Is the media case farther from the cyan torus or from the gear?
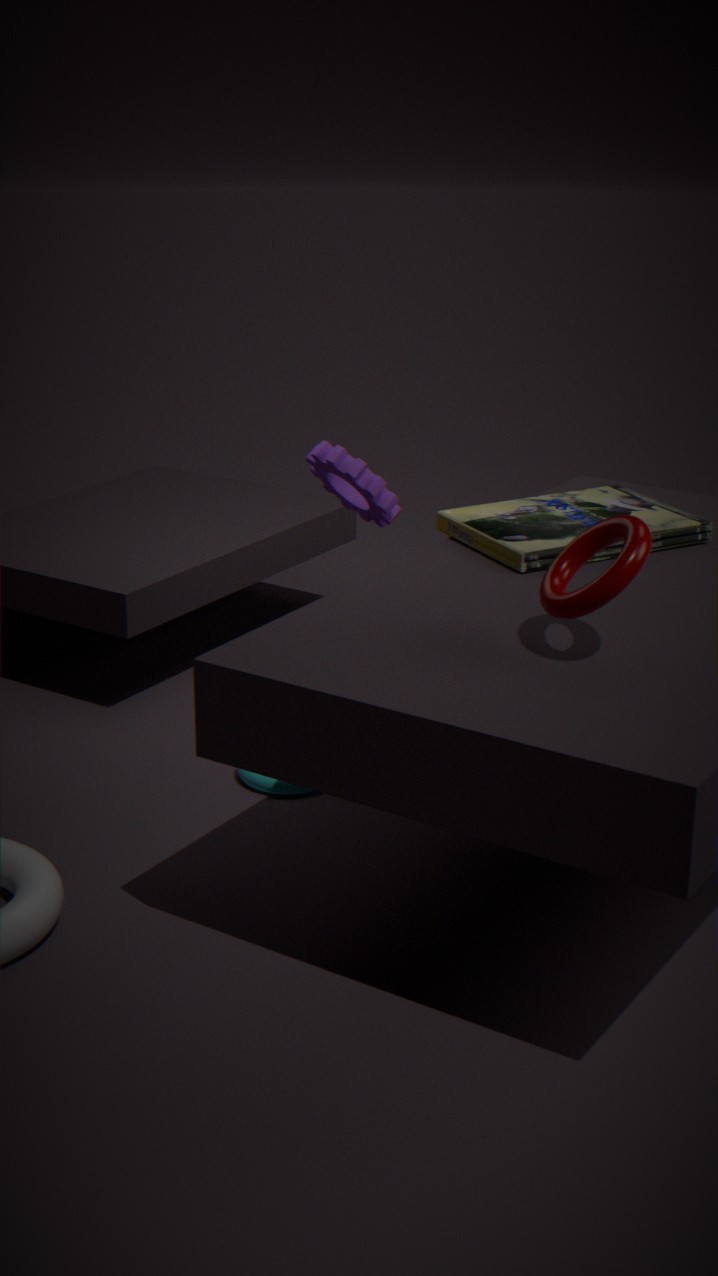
the cyan torus
